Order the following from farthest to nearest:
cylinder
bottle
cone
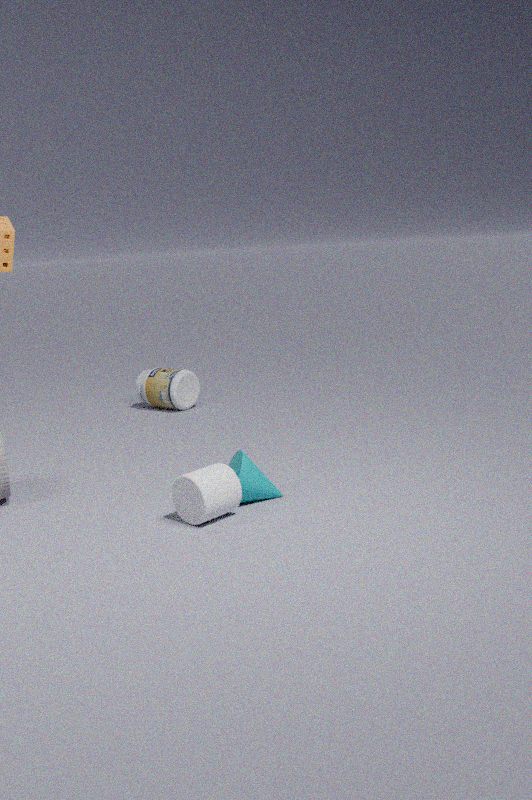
→ bottle, cone, cylinder
